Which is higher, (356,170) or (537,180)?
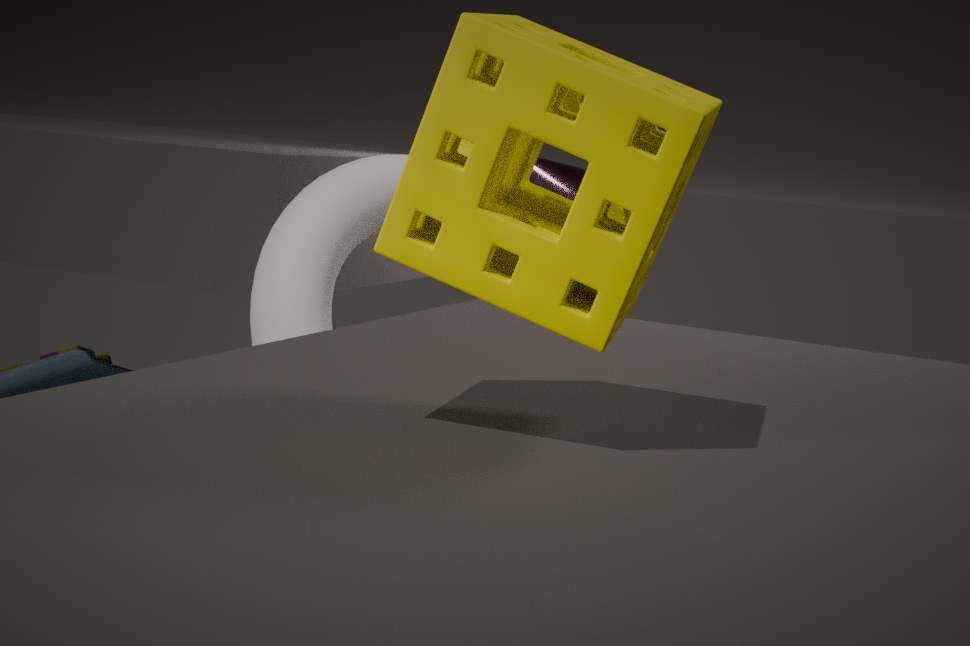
(537,180)
